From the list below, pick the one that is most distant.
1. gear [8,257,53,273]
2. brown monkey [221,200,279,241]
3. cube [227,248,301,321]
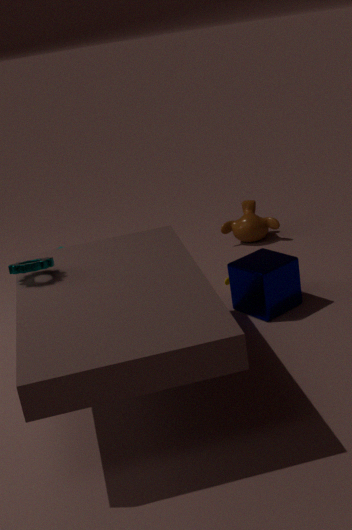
brown monkey [221,200,279,241]
